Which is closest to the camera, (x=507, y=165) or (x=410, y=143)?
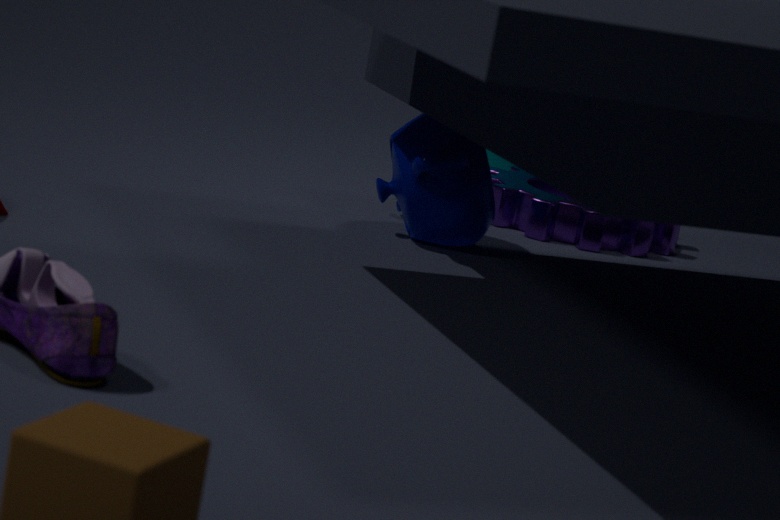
(x=410, y=143)
